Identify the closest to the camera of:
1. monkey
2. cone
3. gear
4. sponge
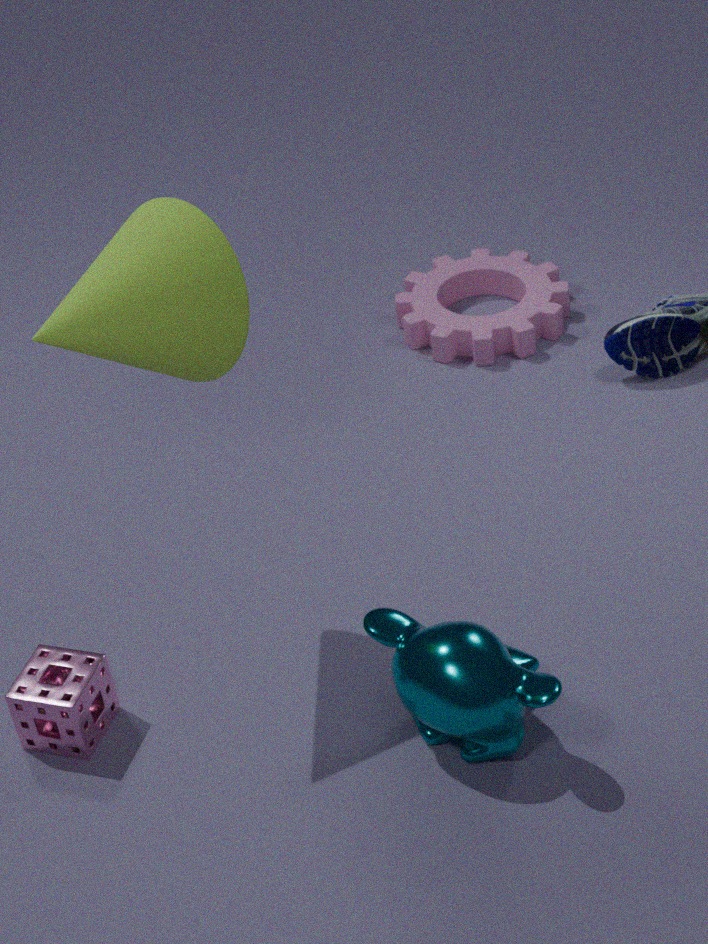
cone
